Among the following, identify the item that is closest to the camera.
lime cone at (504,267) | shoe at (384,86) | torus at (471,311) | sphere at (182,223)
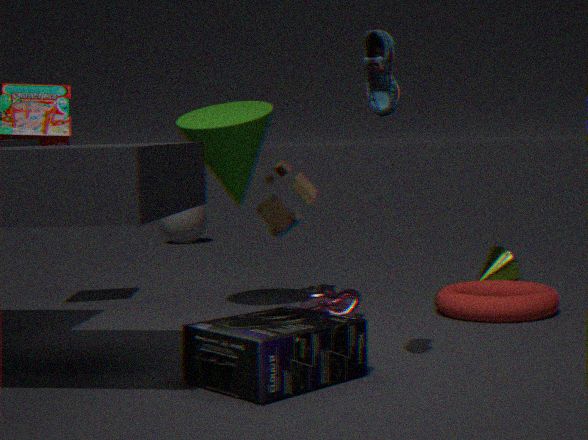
shoe at (384,86)
